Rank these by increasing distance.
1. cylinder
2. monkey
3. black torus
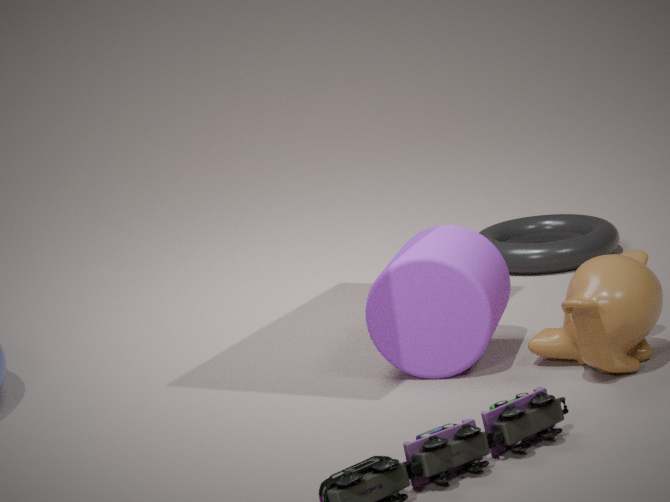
monkey < cylinder < black torus
